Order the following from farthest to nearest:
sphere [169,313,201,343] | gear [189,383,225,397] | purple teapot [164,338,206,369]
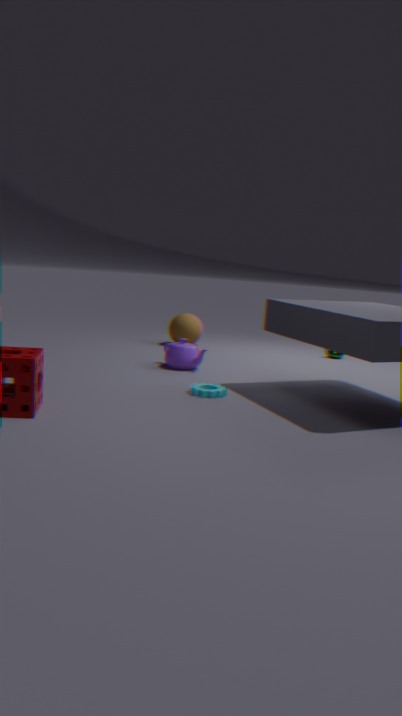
sphere [169,313,201,343] → purple teapot [164,338,206,369] → gear [189,383,225,397]
